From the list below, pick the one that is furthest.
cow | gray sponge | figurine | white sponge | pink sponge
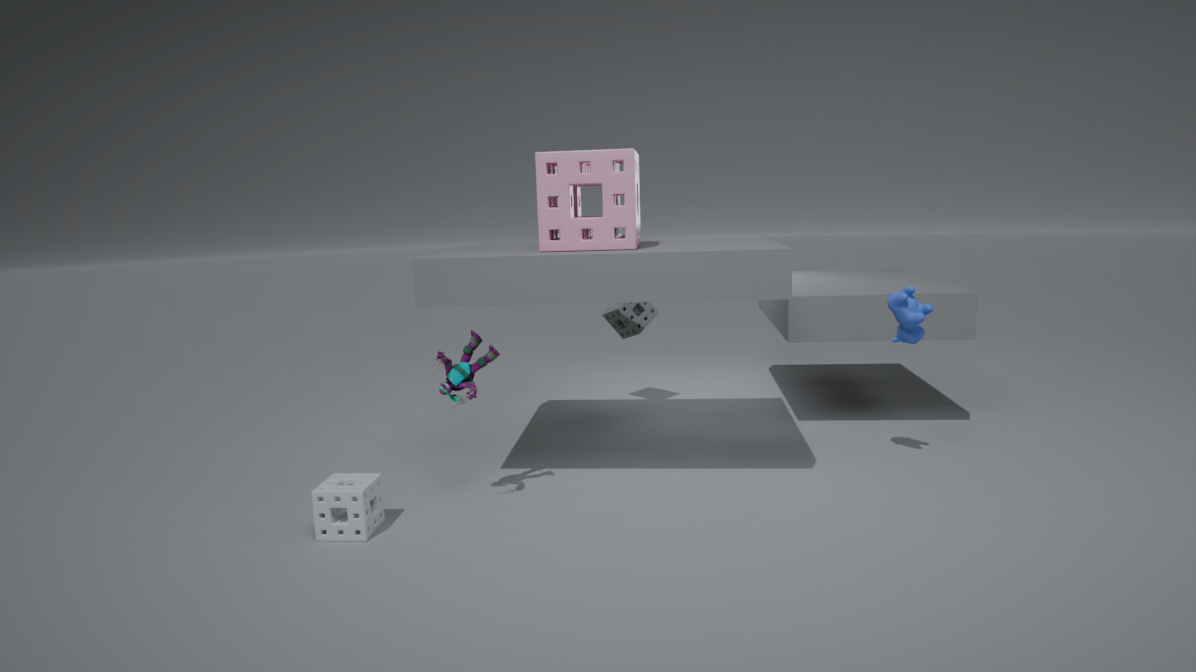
gray sponge
